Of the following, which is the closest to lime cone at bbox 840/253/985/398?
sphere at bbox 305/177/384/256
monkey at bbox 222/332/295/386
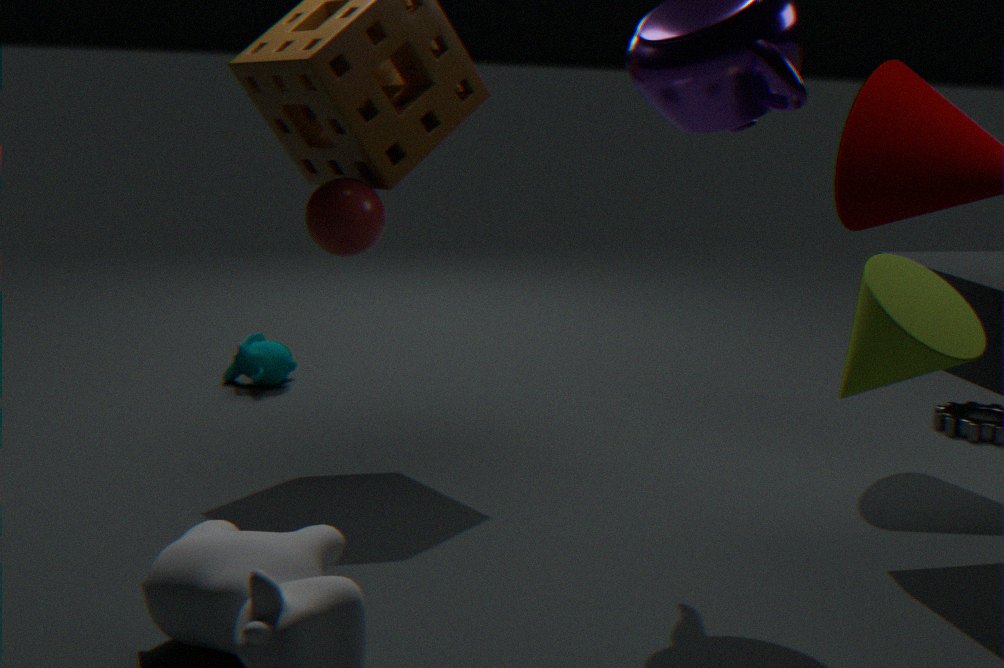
sphere at bbox 305/177/384/256
